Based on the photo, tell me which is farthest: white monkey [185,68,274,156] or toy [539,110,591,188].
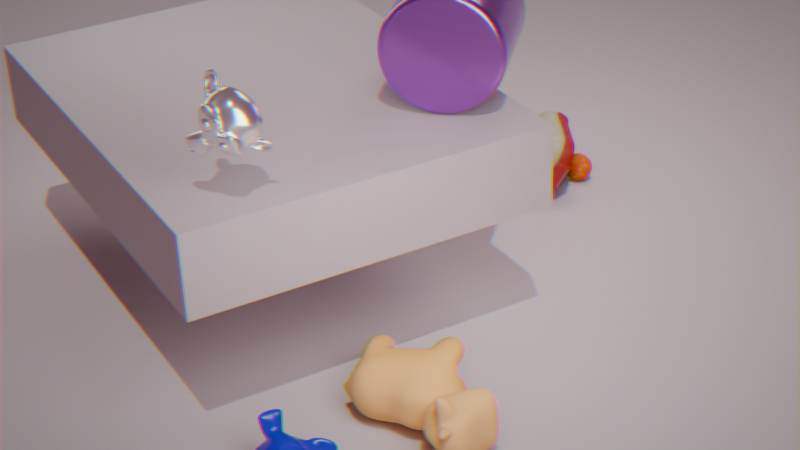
toy [539,110,591,188]
